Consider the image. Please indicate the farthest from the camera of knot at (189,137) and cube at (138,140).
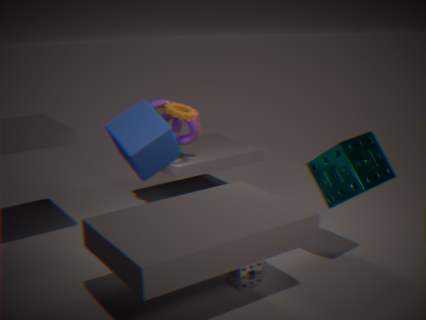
knot at (189,137)
